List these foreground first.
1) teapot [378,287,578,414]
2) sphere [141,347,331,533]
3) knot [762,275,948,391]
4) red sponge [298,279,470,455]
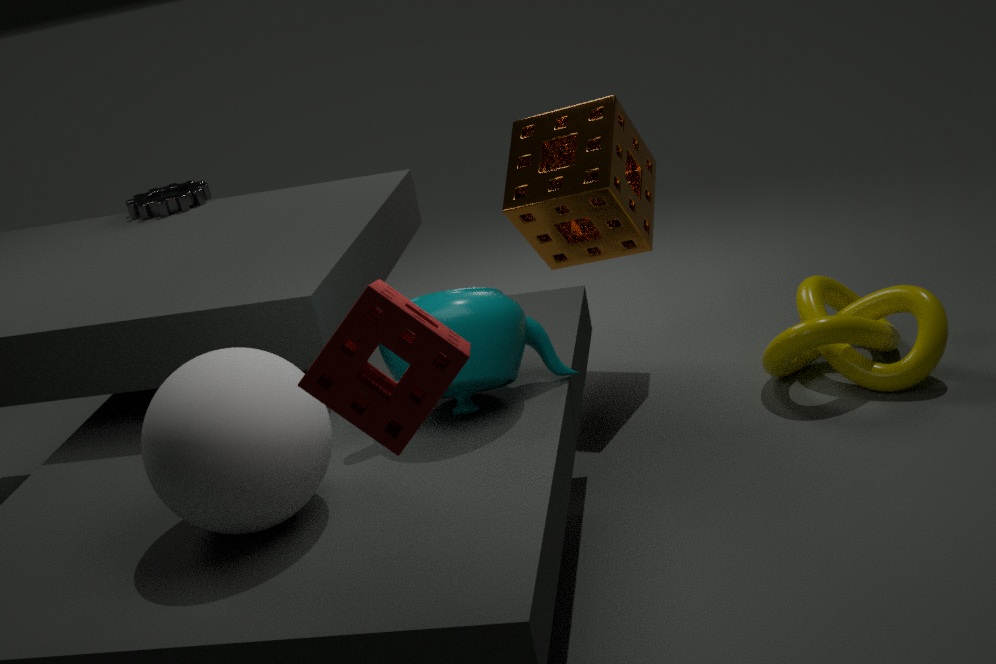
4. red sponge [298,279,470,455] < 2. sphere [141,347,331,533] < 1. teapot [378,287,578,414] < 3. knot [762,275,948,391]
